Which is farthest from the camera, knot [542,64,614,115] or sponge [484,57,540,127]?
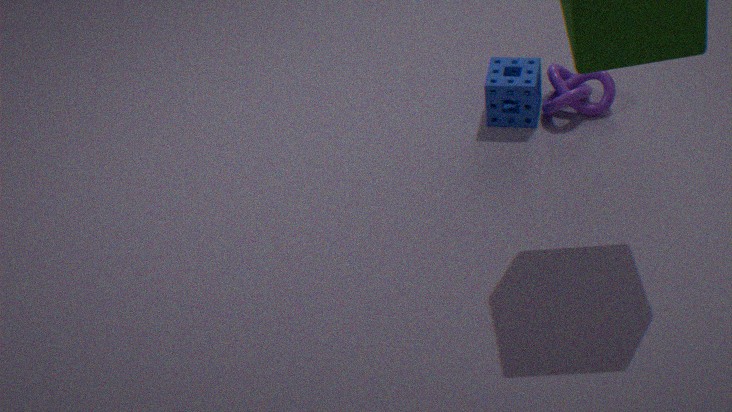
knot [542,64,614,115]
